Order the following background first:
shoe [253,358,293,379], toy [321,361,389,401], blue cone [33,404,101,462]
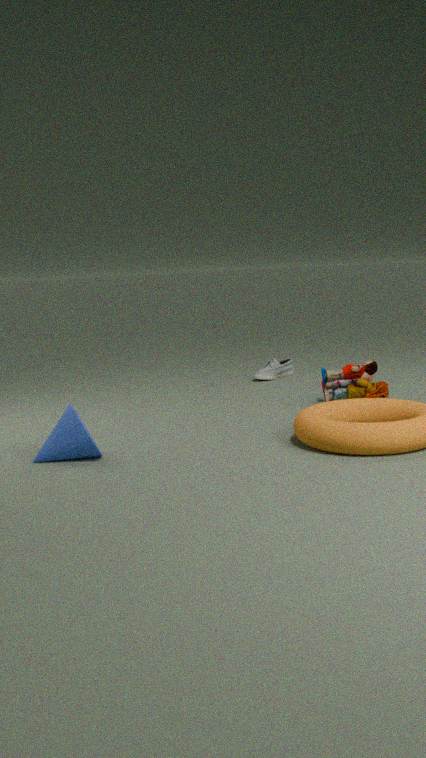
shoe [253,358,293,379], toy [321,361,389,401], blue cone [33,404,101,462]
